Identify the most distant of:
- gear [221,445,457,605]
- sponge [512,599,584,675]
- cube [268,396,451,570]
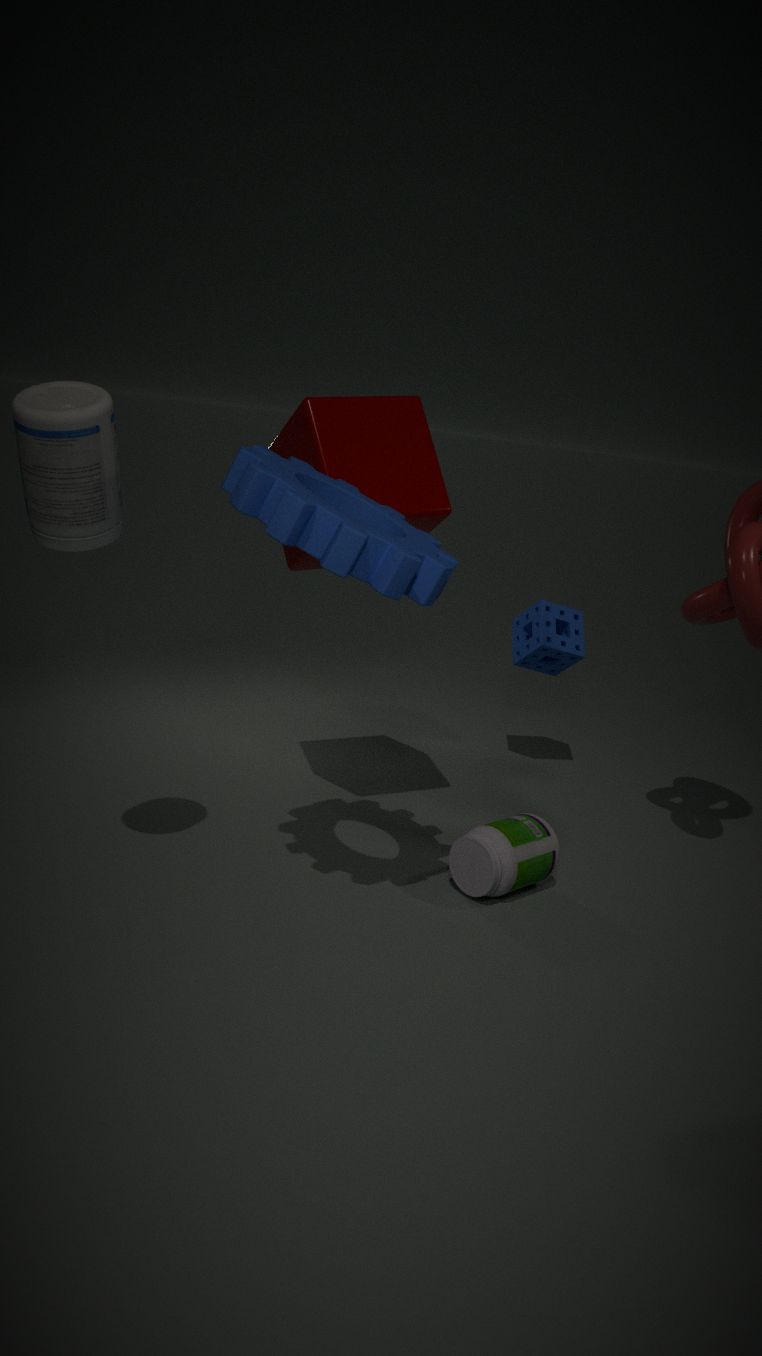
sponge [512,599,584,675]
